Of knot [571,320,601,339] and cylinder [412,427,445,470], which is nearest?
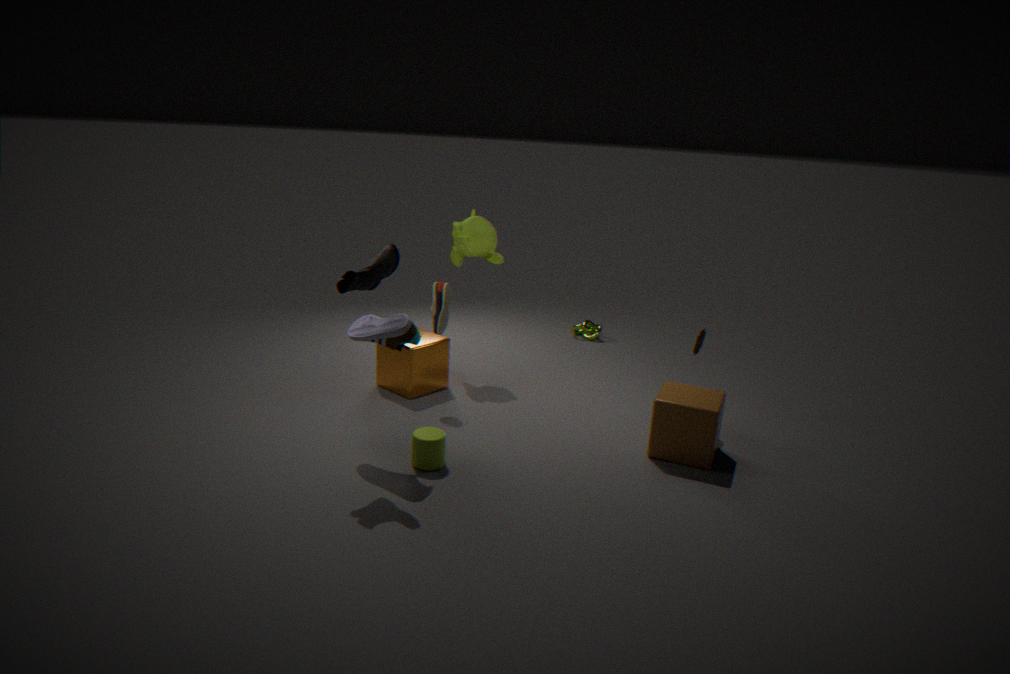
cylinder [412,427,445,470]
